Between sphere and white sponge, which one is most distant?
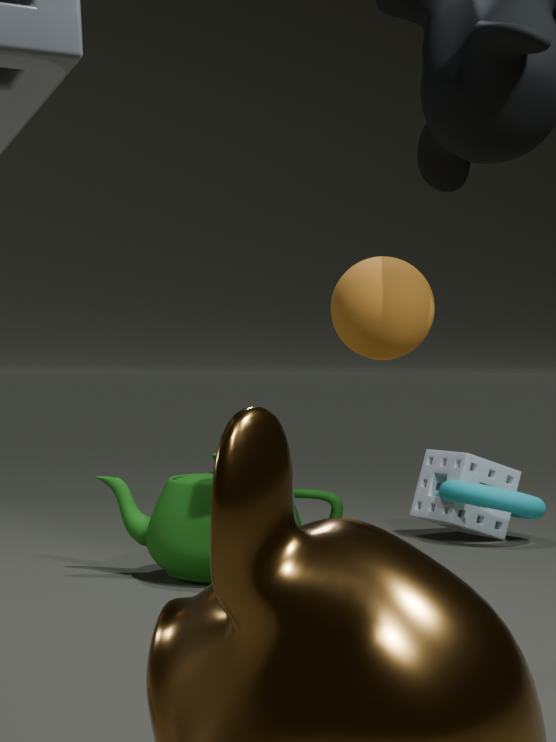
white sponge
